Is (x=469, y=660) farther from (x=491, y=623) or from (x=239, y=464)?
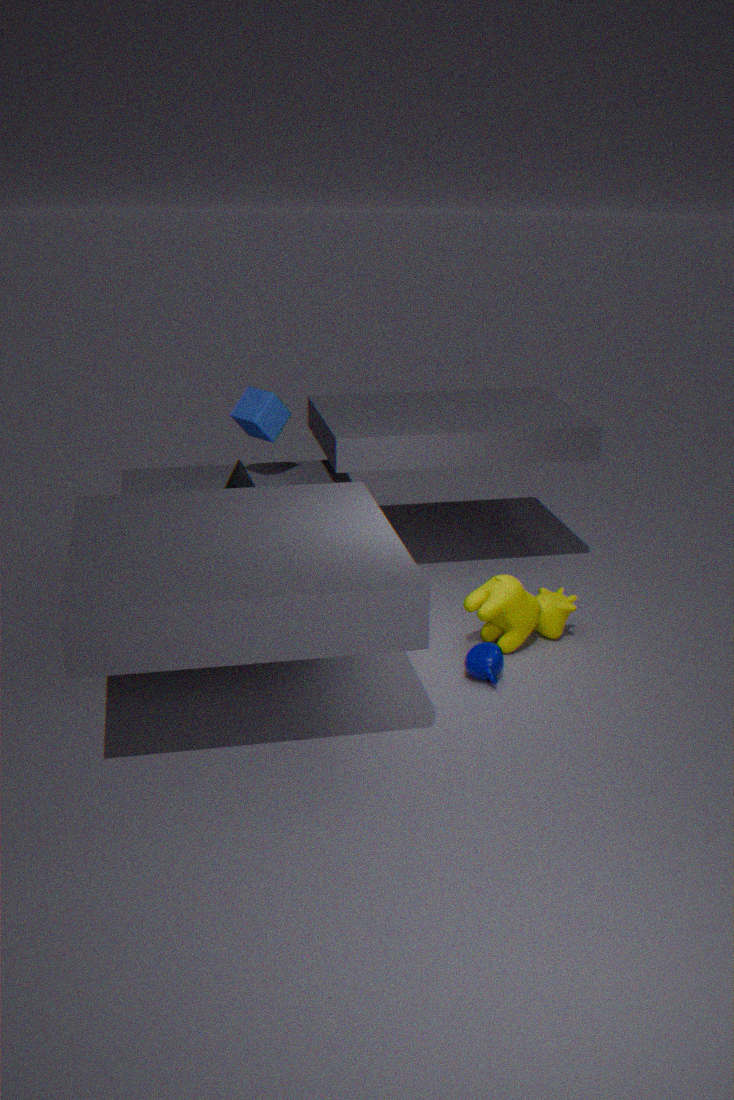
(x=239, y=464)
